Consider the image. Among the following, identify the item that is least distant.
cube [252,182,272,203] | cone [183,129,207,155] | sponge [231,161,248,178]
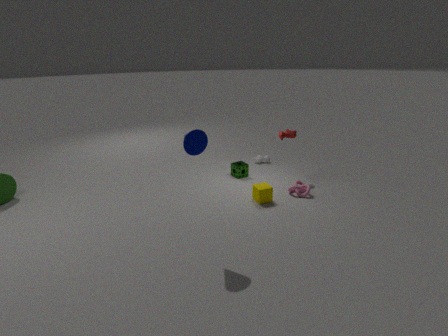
cone [183,129,207,155]
